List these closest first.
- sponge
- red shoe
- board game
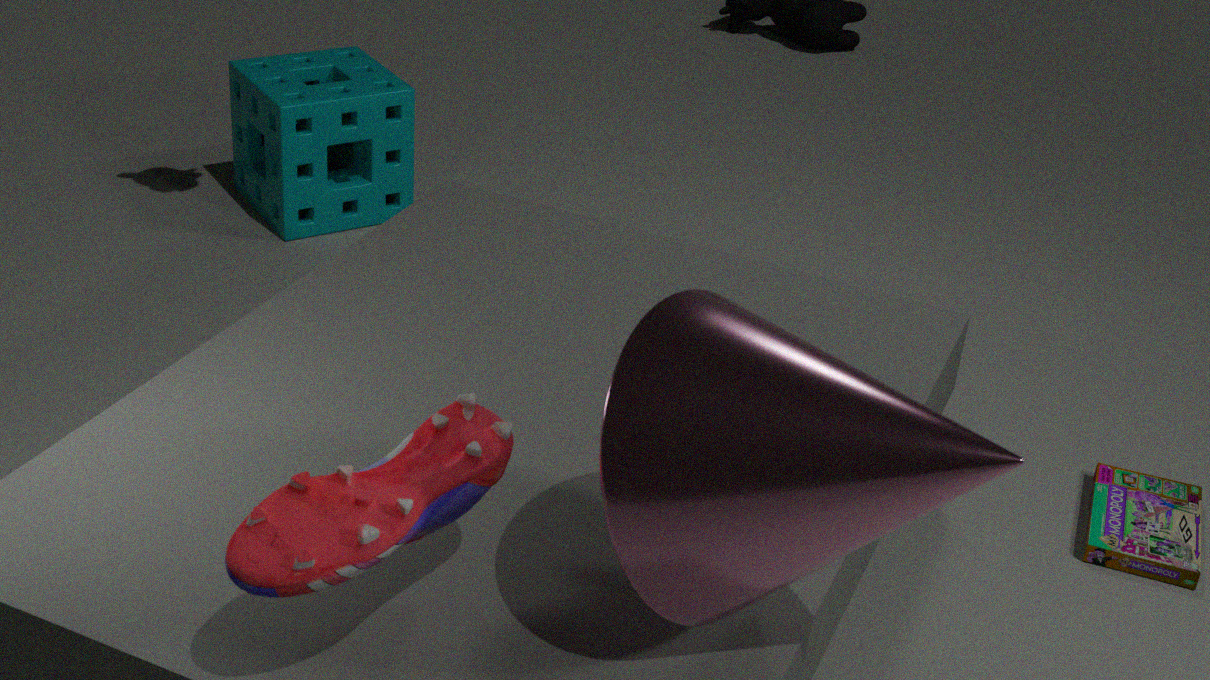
red shoe, board game, sponge
